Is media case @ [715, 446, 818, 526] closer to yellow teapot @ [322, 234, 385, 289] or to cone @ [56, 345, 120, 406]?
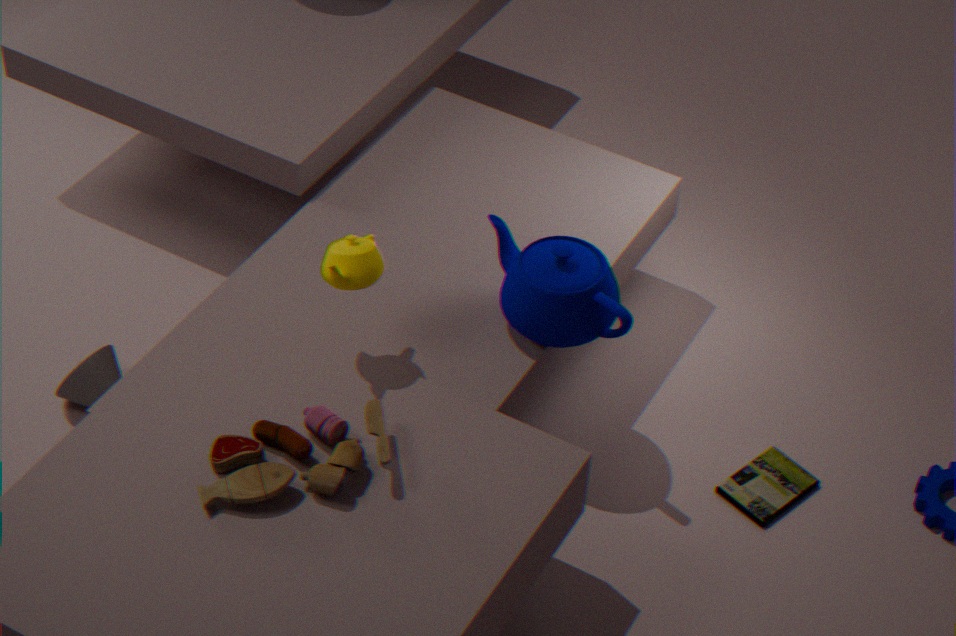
yellow teapot @ [322, 234, 385, 289]
